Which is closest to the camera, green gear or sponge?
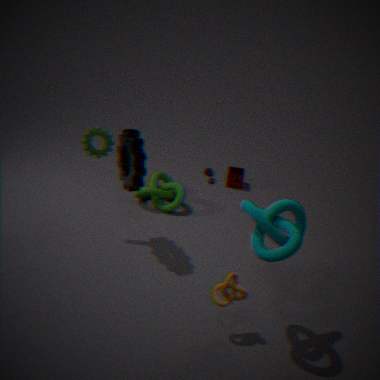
green gear
